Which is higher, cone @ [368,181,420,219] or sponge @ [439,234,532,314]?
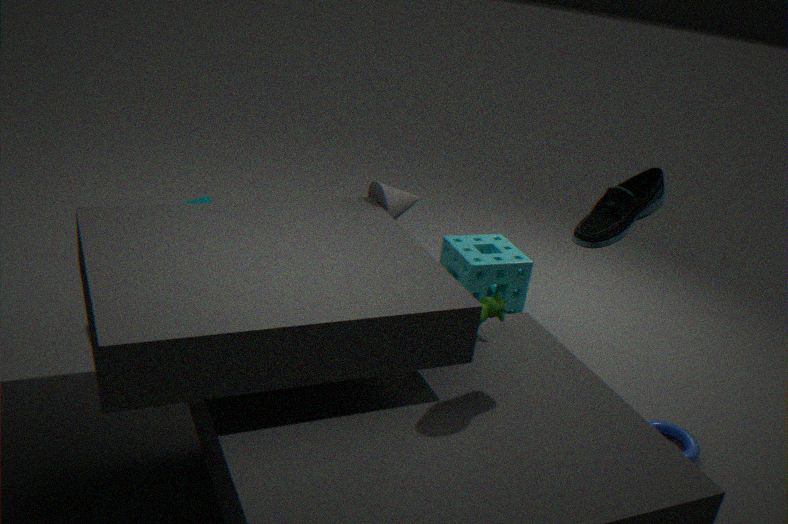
cone @ [368,181,420,219]
